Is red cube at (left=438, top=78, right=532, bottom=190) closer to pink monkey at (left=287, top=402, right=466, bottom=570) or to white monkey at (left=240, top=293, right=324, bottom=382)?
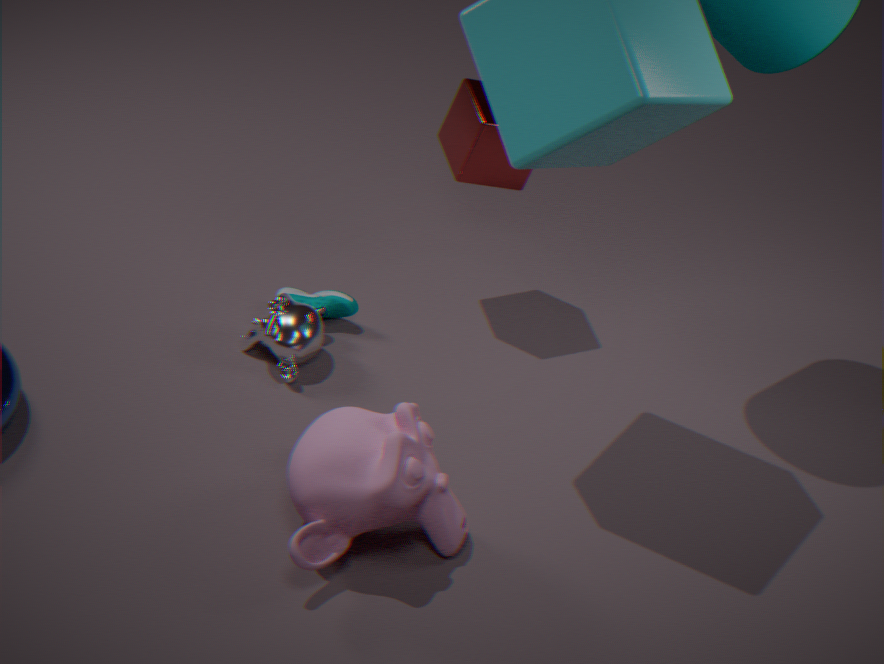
white monkey at (left=240, top=293, right=324, bottom=382)
